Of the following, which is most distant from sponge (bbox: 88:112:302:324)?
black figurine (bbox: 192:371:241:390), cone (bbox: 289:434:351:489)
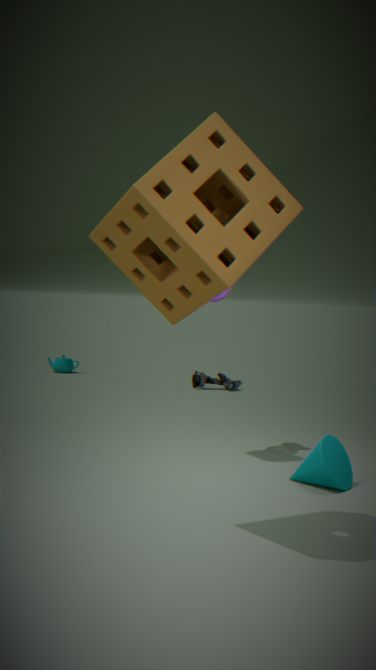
black figurine (bbox: 192:371:241:390)
